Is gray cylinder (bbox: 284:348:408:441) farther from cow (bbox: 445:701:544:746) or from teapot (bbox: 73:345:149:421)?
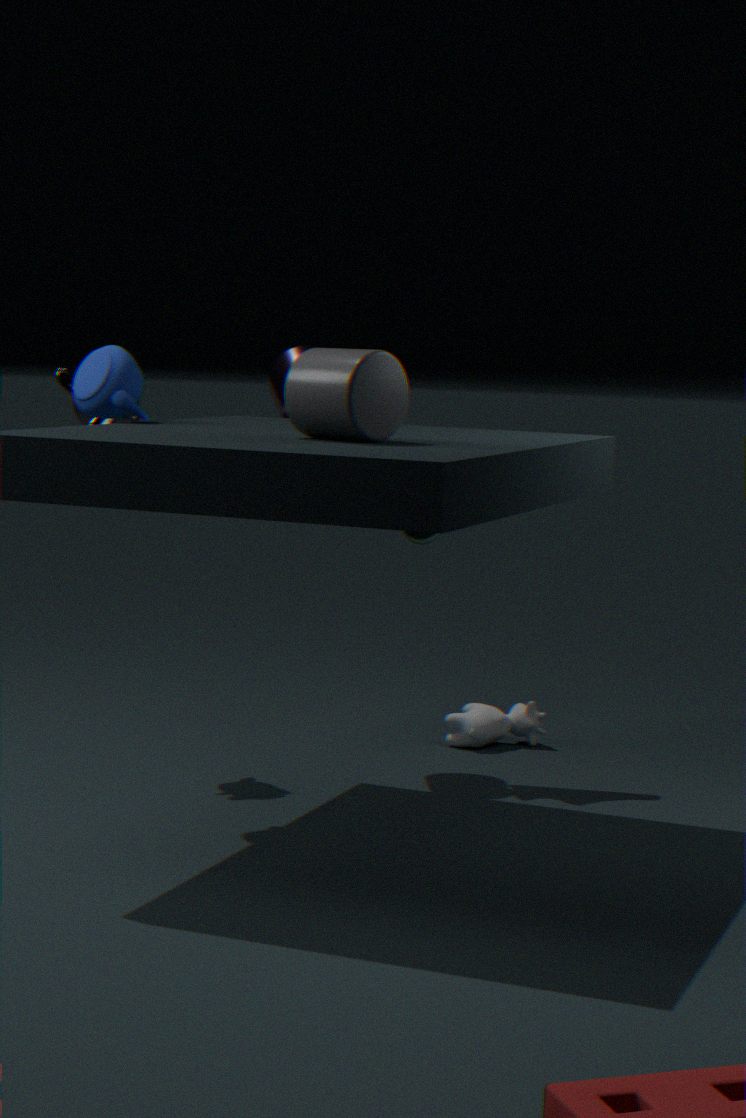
cow (bbox: 445:701:544:746)
